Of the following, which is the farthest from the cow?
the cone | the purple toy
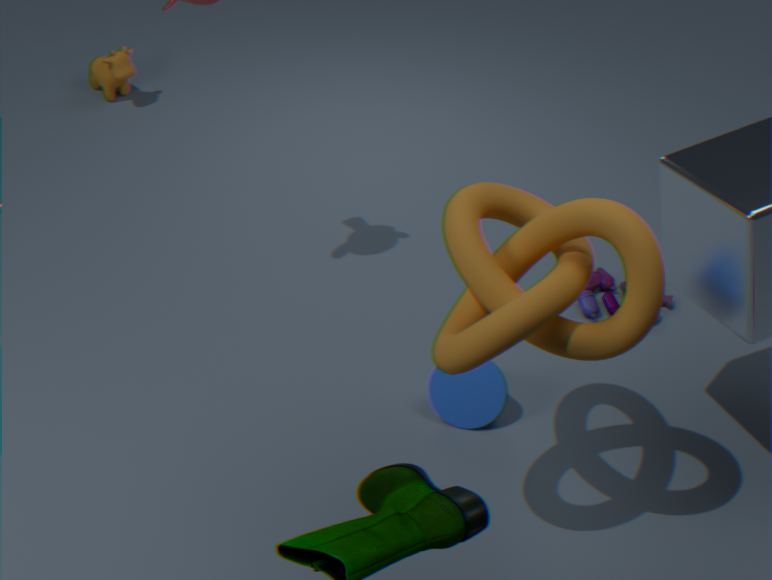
the cone
